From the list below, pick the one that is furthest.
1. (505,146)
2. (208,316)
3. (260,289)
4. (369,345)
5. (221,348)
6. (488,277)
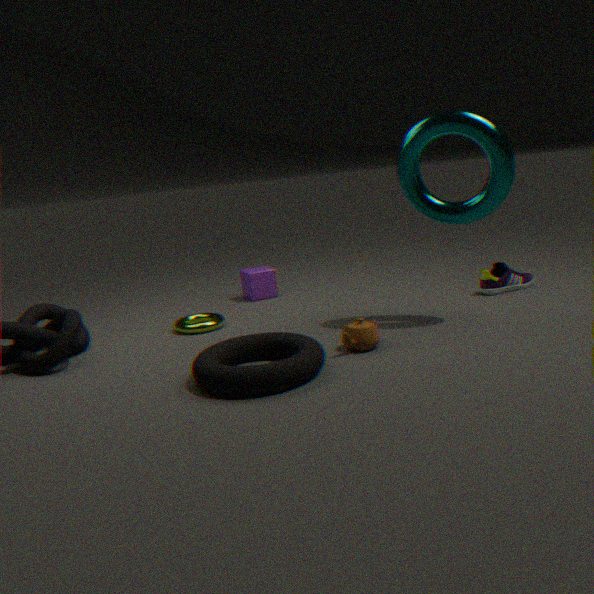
(260,289)
